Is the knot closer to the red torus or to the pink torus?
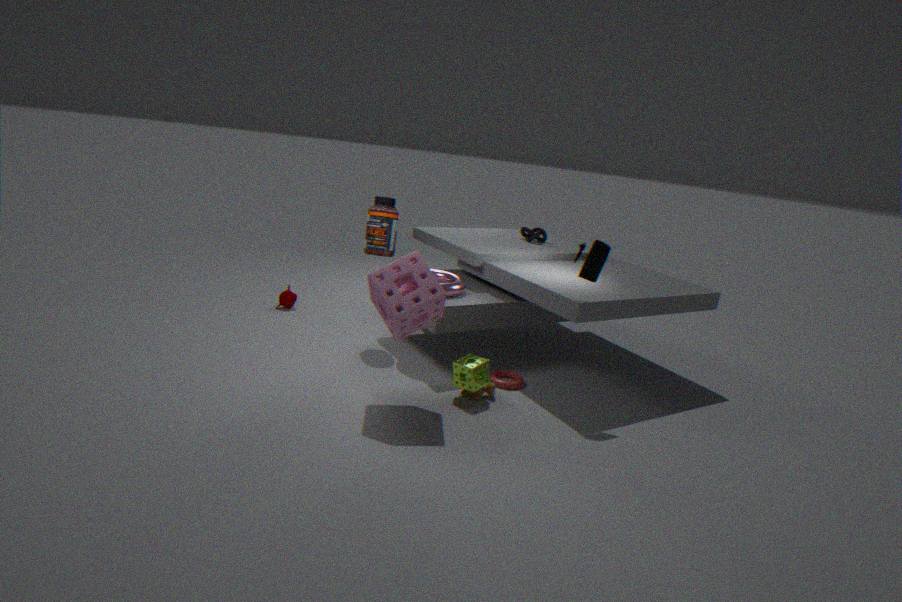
the pink torus
